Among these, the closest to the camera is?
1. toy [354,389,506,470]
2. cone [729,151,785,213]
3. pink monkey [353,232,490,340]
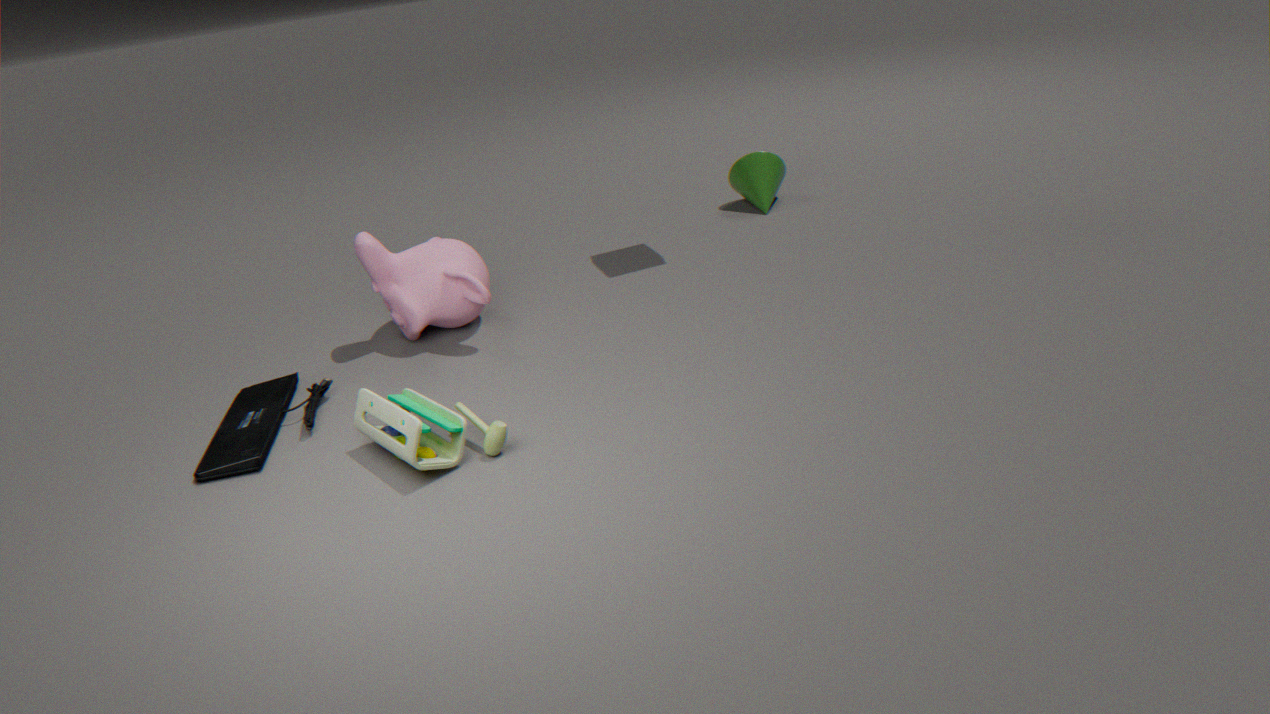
toy [354,389,506,470]
